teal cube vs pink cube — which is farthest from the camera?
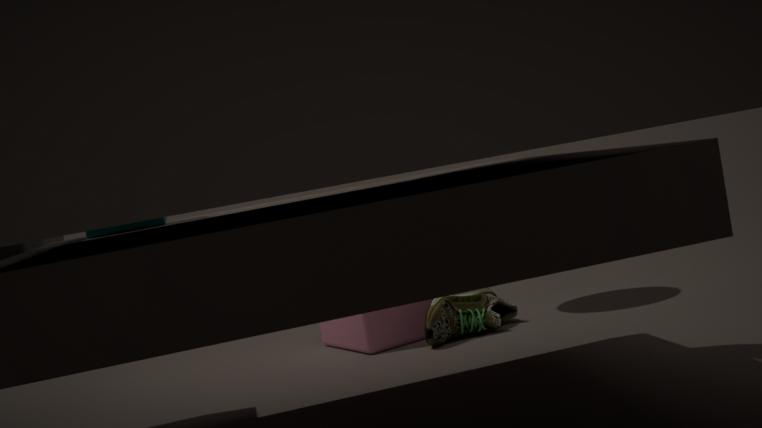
pink cube
